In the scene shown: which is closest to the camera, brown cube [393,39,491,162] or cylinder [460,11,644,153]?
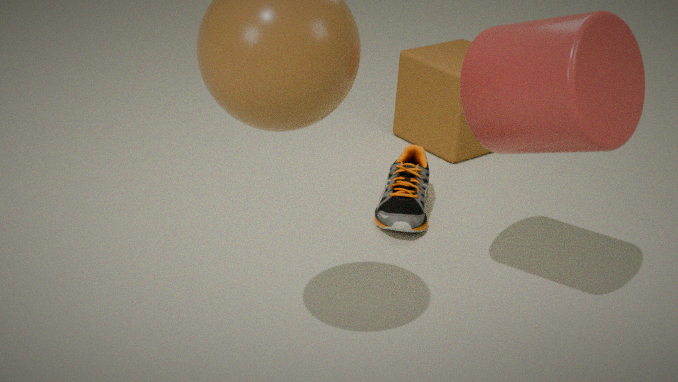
cylinder [460,11,644,153]
